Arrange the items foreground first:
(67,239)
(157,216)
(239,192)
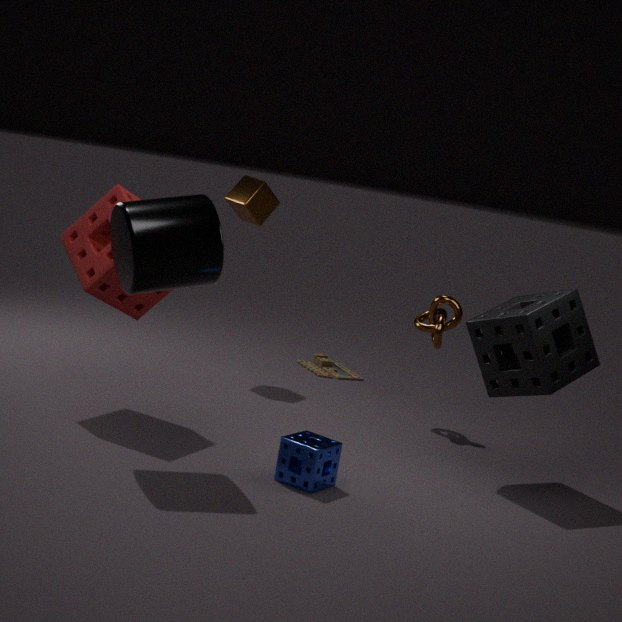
(157,216) → (67,239) → (239,192)
